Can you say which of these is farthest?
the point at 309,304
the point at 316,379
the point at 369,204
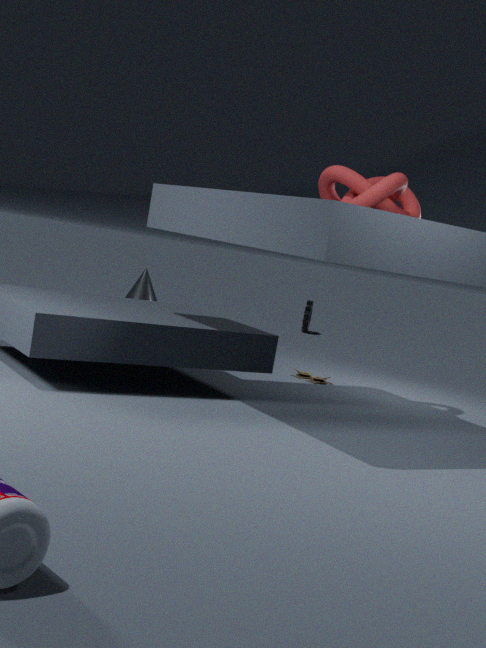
the point at 309,304
